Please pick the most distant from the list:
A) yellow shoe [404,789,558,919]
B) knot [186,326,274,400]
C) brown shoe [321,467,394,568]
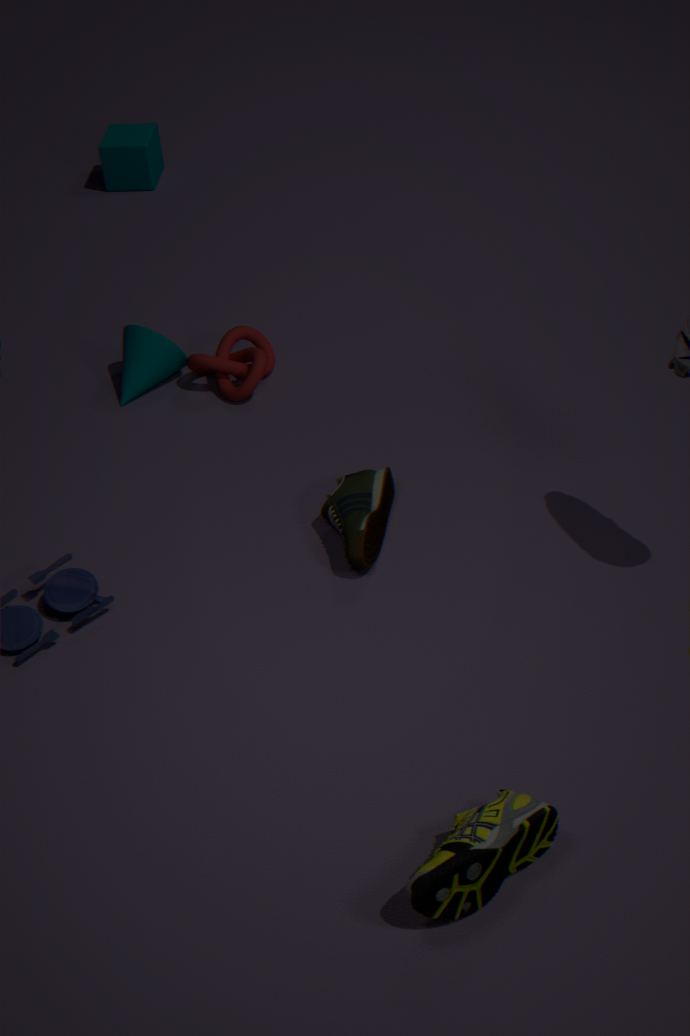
B. knot [186,326,274,400]
